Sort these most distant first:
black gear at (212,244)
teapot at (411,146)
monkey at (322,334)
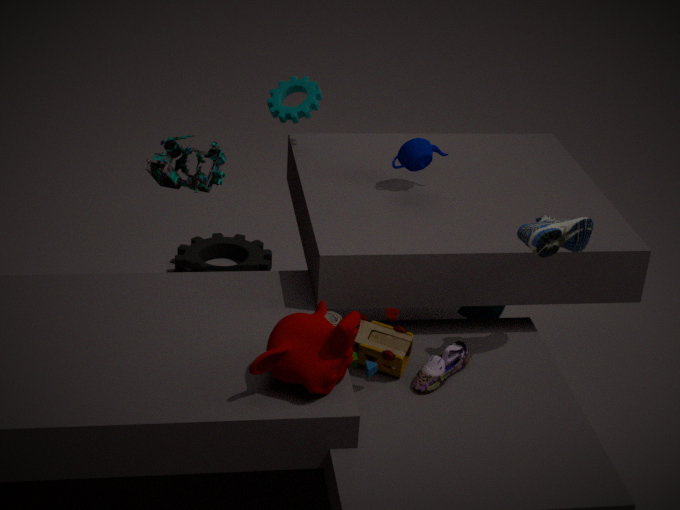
black gear at (212,244) → teapot at (411,146) → monkey at (322,334)
